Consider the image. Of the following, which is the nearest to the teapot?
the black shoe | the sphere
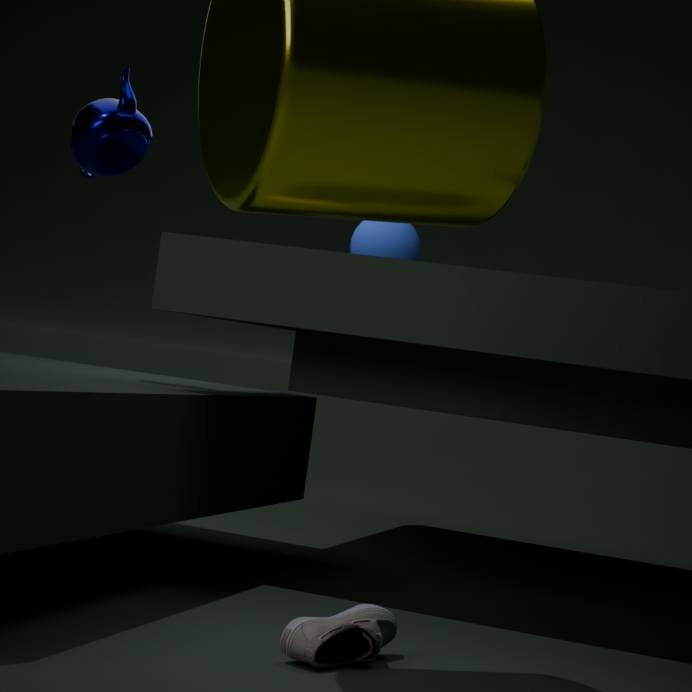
the sphere
